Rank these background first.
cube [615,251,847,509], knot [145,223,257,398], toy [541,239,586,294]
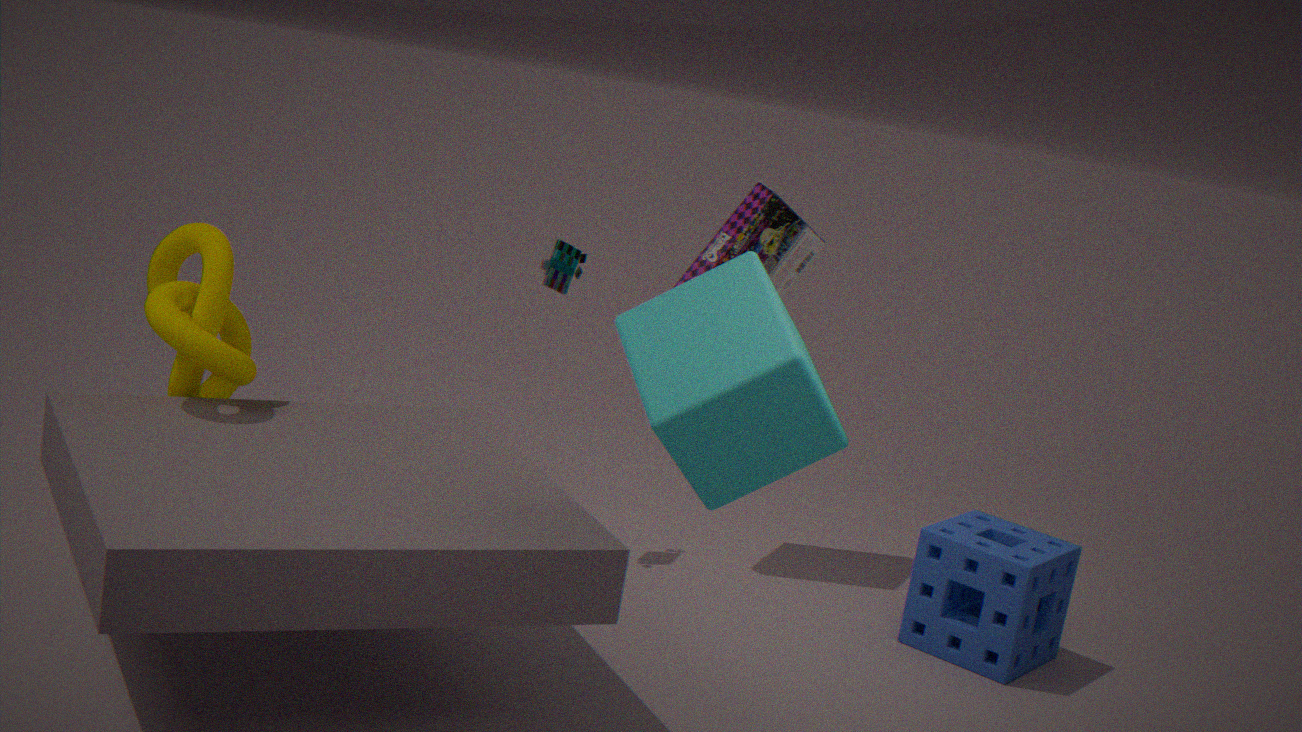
toy [541,239,586,294]
knot [145,223,257,398]
cube [615,251,847,509]
